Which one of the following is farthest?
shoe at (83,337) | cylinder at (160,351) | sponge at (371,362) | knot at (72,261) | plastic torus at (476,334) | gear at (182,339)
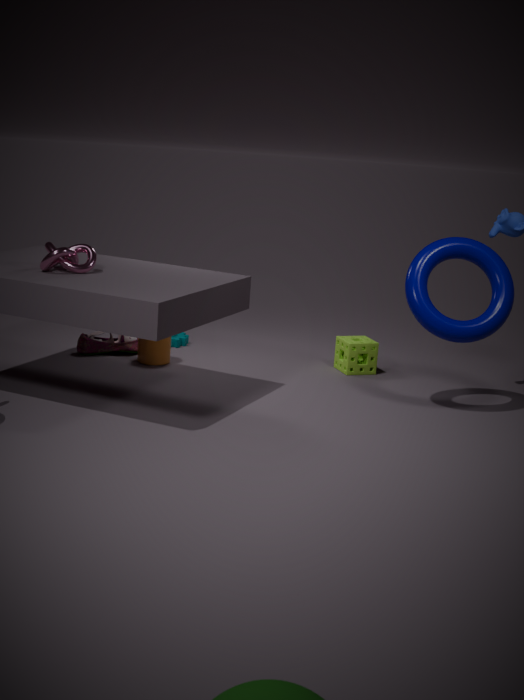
gear at (182,339)
